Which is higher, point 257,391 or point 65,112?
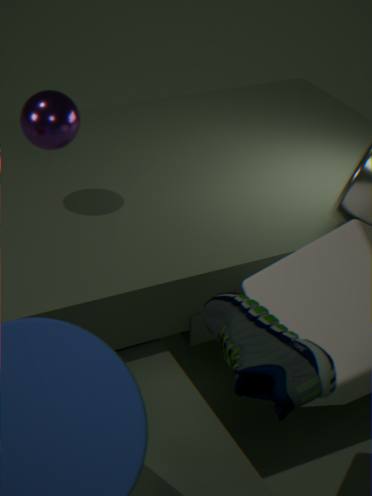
point 65,112
